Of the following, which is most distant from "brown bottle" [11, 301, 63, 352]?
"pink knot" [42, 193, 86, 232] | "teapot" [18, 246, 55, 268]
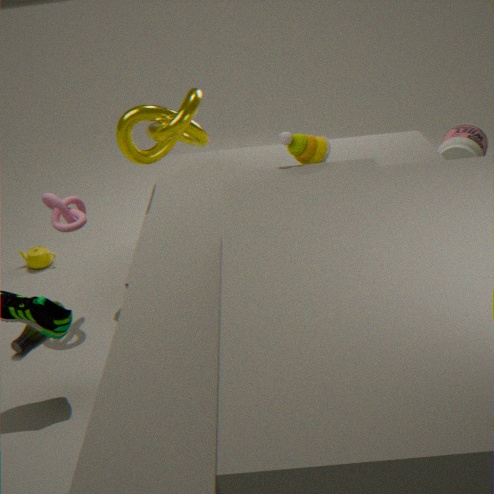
"teapot" [18, 246, 55, 268]
